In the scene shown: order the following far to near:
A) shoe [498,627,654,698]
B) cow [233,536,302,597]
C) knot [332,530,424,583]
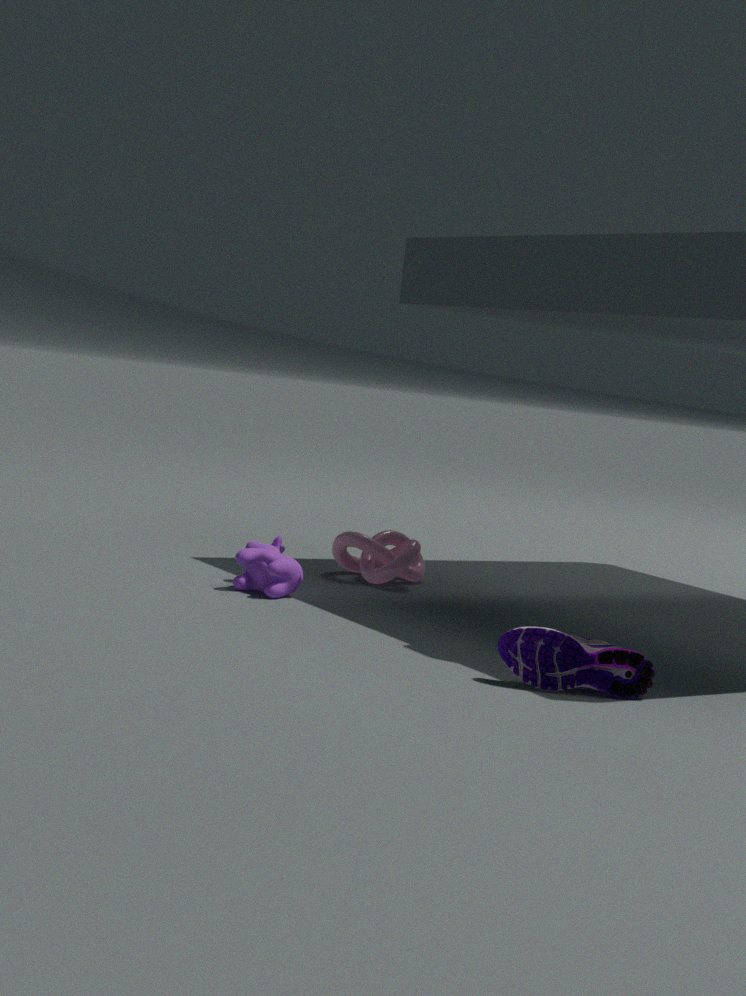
knot [332,530,424,583] → cow [233,536,302,597] → shoe [498,627,654,698]
